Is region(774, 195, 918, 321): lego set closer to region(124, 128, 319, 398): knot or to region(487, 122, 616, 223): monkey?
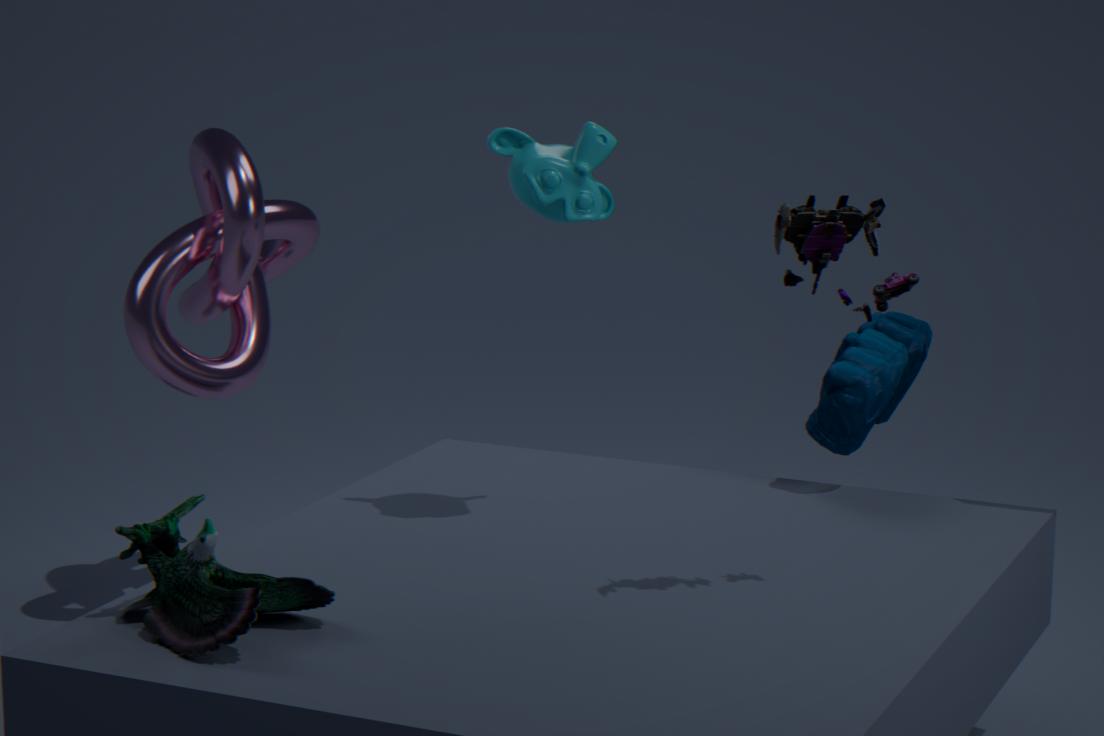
region(487, 122, 616, 223): monkey
